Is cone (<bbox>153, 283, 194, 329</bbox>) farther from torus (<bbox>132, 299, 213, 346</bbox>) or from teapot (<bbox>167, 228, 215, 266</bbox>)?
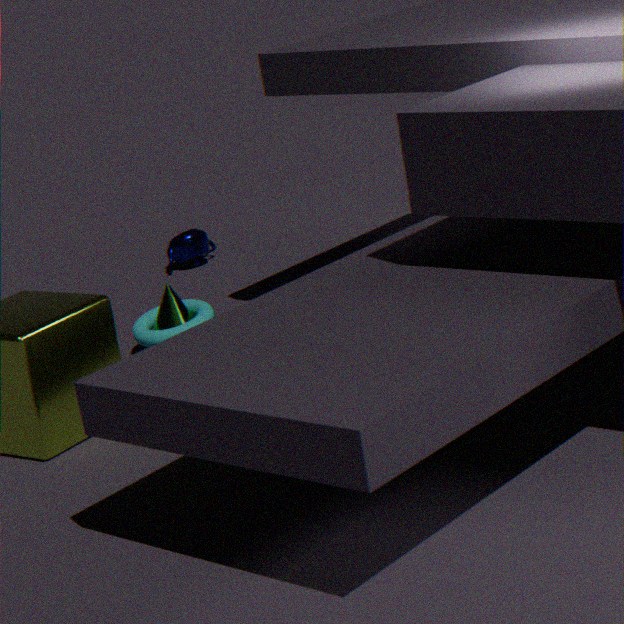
teapot (<bbox>167, 228, 215, 266</bbox>)
